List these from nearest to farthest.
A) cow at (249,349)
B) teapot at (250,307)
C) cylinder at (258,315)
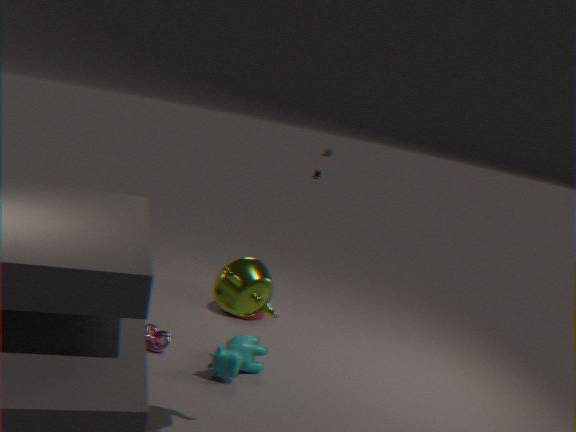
teapot at (250,307), cow at (249,349), cylinder at (258,315)
